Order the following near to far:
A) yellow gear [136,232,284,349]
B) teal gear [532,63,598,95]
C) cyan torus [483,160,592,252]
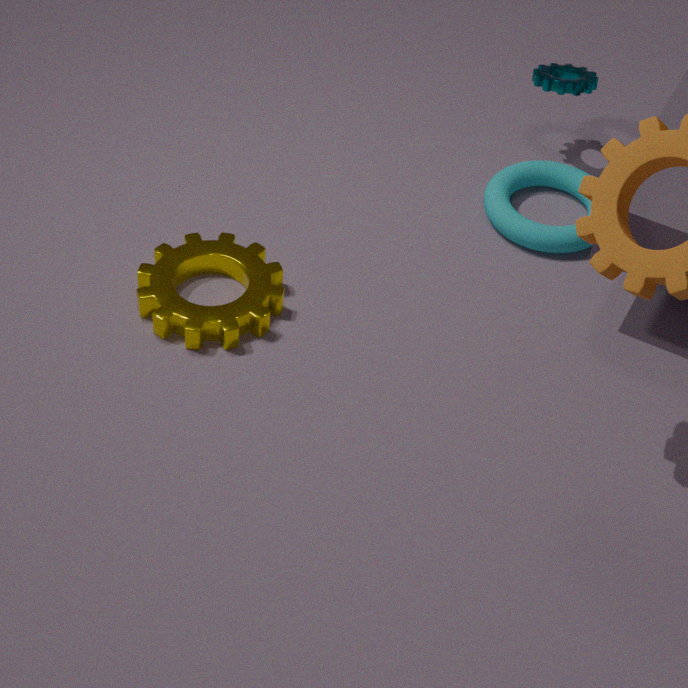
yellow gear [136,232,284,349], cyan torus [483,160,592,252], teal gear [532,63,598,95]
